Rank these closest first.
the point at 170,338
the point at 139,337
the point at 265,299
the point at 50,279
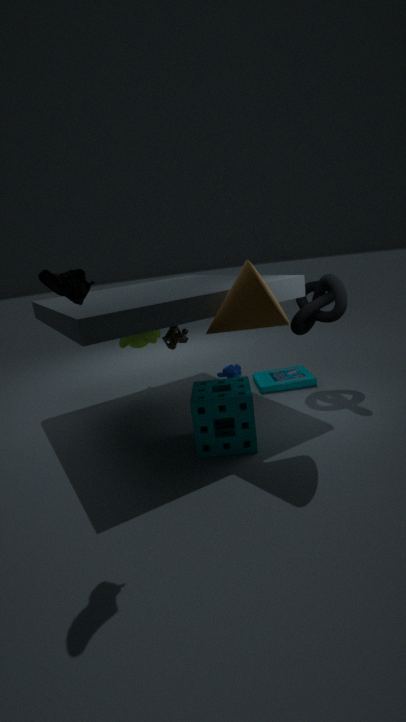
the point at 50,279 < the point at 265,299 < the point at 170,338 < the point at 139,337
